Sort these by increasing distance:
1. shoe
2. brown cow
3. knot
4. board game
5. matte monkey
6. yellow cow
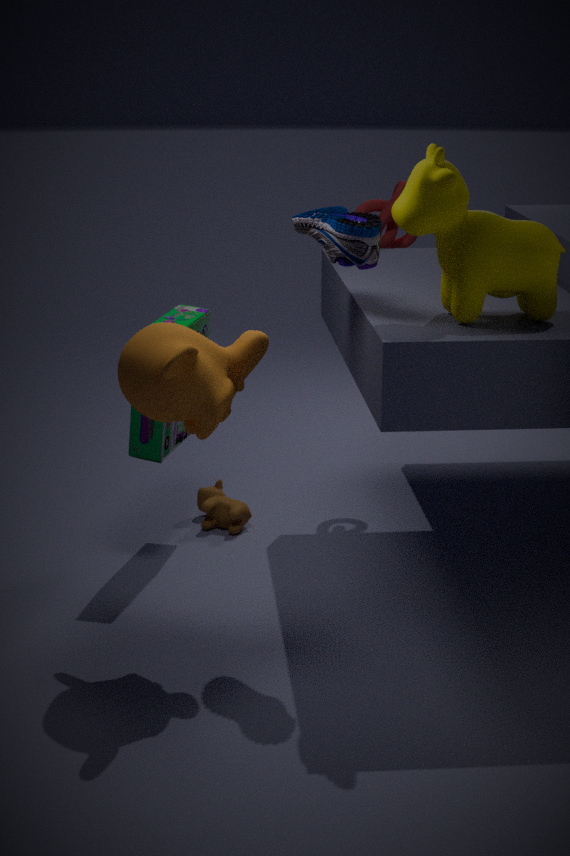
1. matte monkey
2. yellow cow
3. shoe
4. board game
5. brown cow
6. knot
